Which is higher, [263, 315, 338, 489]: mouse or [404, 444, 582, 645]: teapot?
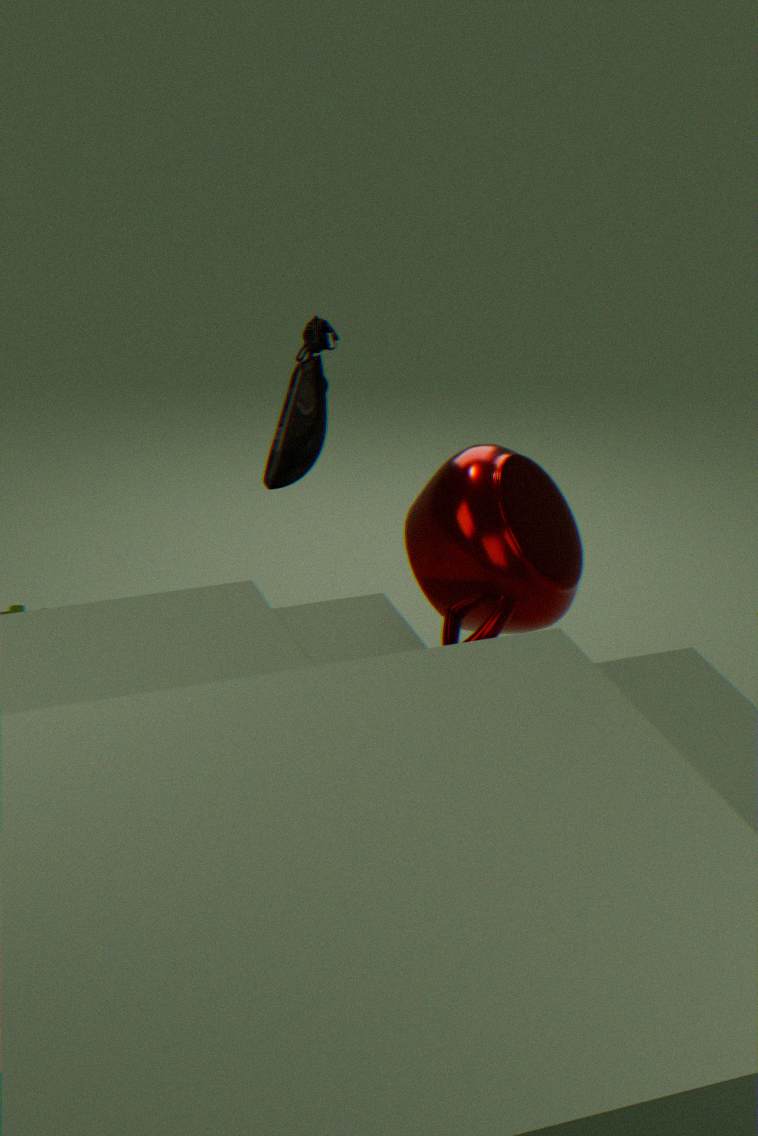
[263, 315, 338, 489]: mouse
